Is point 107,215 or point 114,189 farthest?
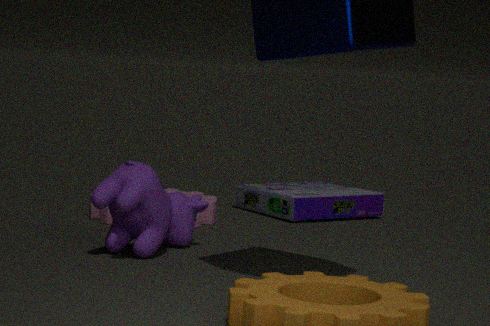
point 107,215
